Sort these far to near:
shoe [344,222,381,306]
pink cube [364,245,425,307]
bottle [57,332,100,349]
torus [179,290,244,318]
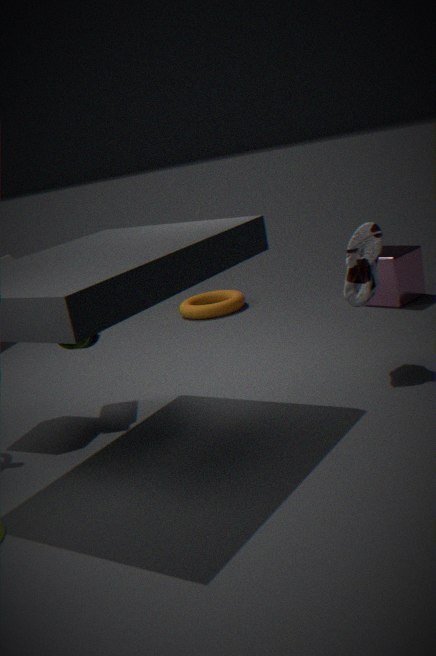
torus [179,290,244,318] → pink cube [364,245,425,307] → bottle [57,332,100,349] → shoe [344,222,381,306]
